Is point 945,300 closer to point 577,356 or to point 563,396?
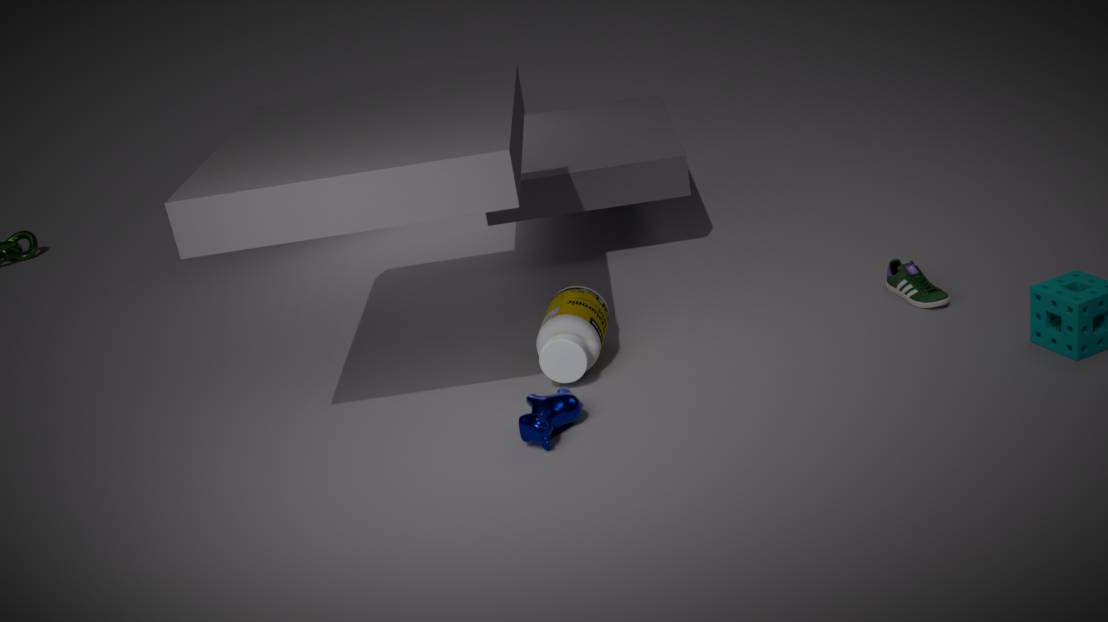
point 577,356
